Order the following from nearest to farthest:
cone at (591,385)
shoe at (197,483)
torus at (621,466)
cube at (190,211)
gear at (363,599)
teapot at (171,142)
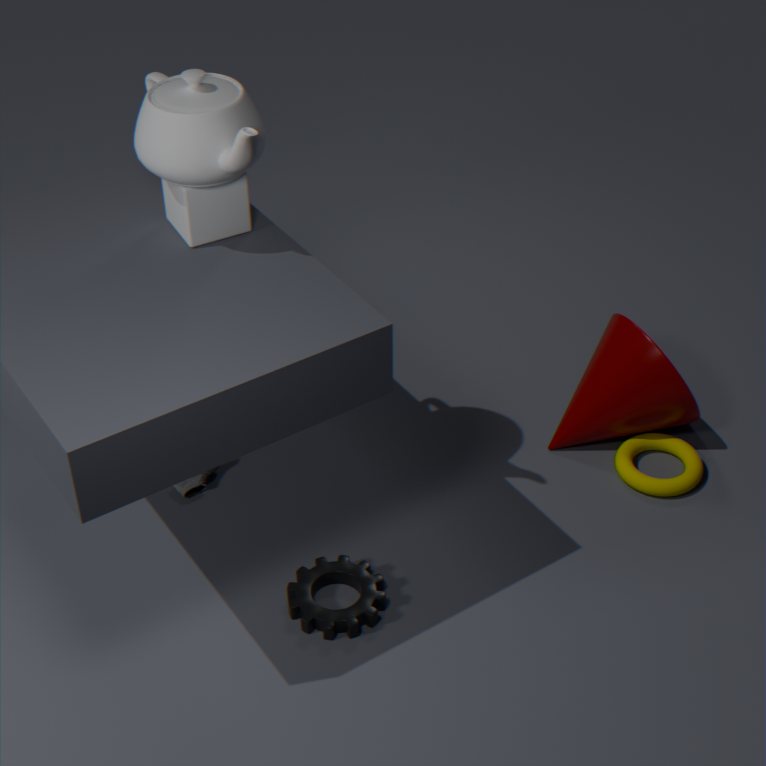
teapot at (171,142) < cube at (190,211) < gear at (363,599) < torus at (621,466) < cone at (591,385) < shoe at (197,483)
